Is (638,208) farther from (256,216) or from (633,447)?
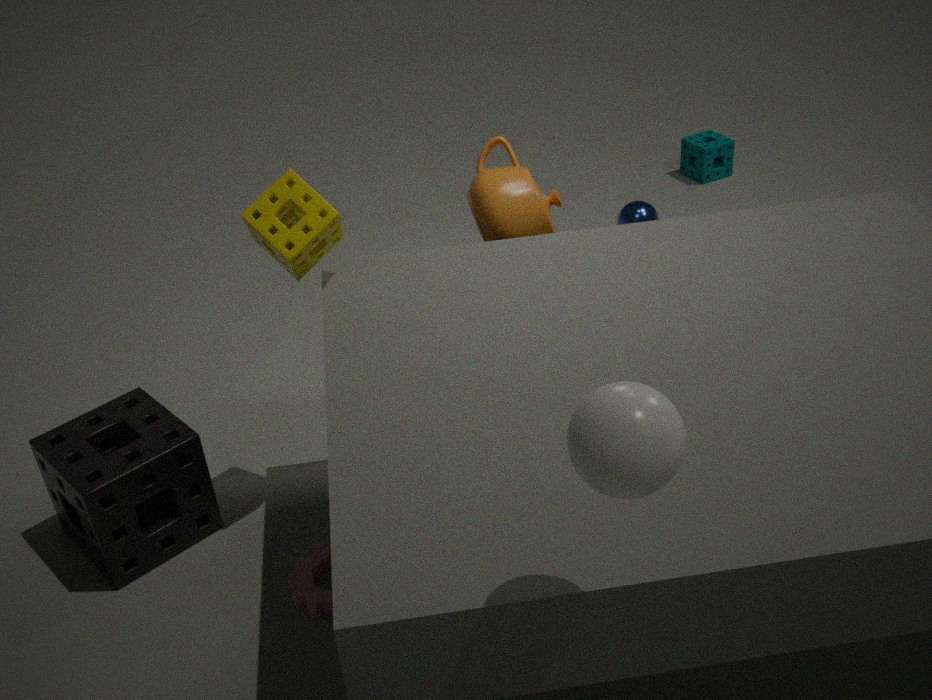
(633,447)
